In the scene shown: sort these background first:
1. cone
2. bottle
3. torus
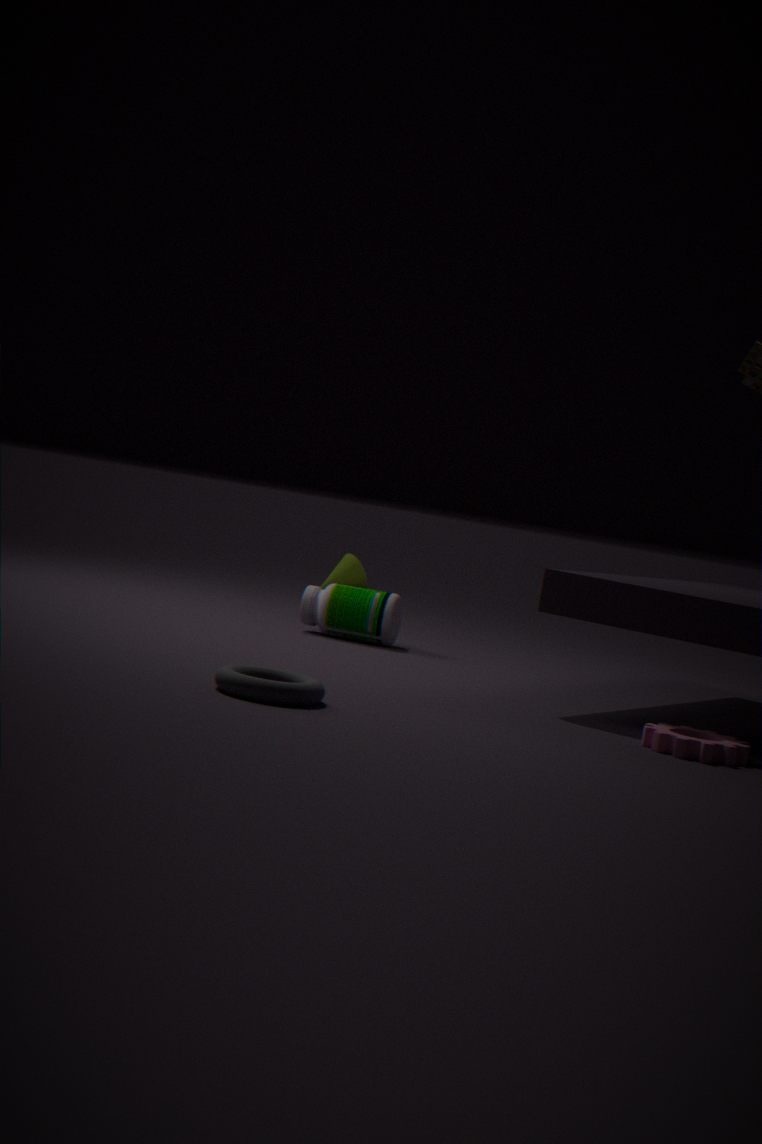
1. cone
2. bottle
3. torus
